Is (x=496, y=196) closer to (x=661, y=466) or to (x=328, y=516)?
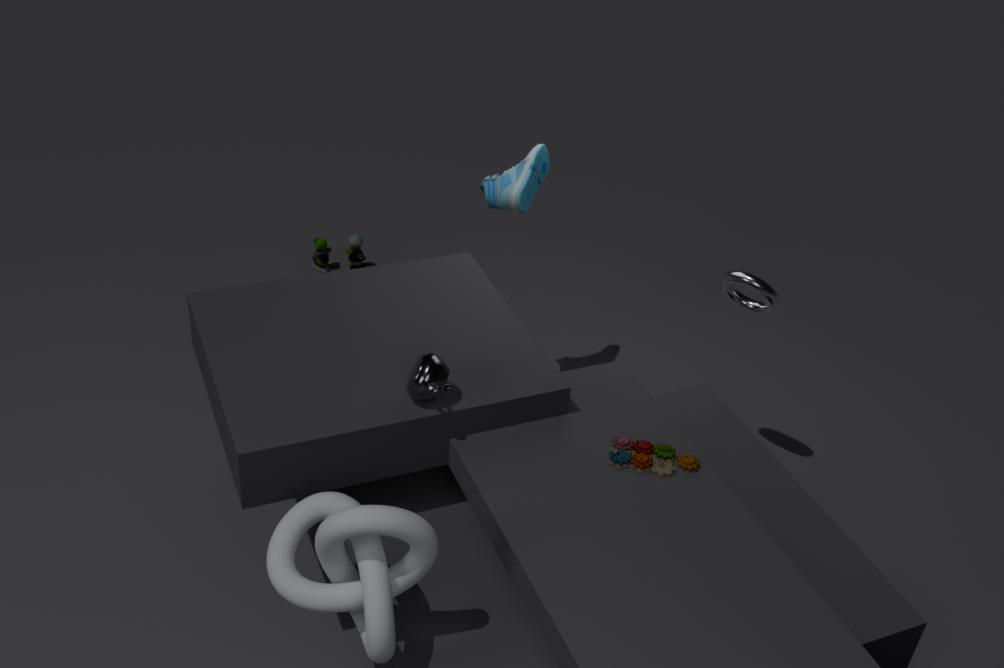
(x=661, y=466)
